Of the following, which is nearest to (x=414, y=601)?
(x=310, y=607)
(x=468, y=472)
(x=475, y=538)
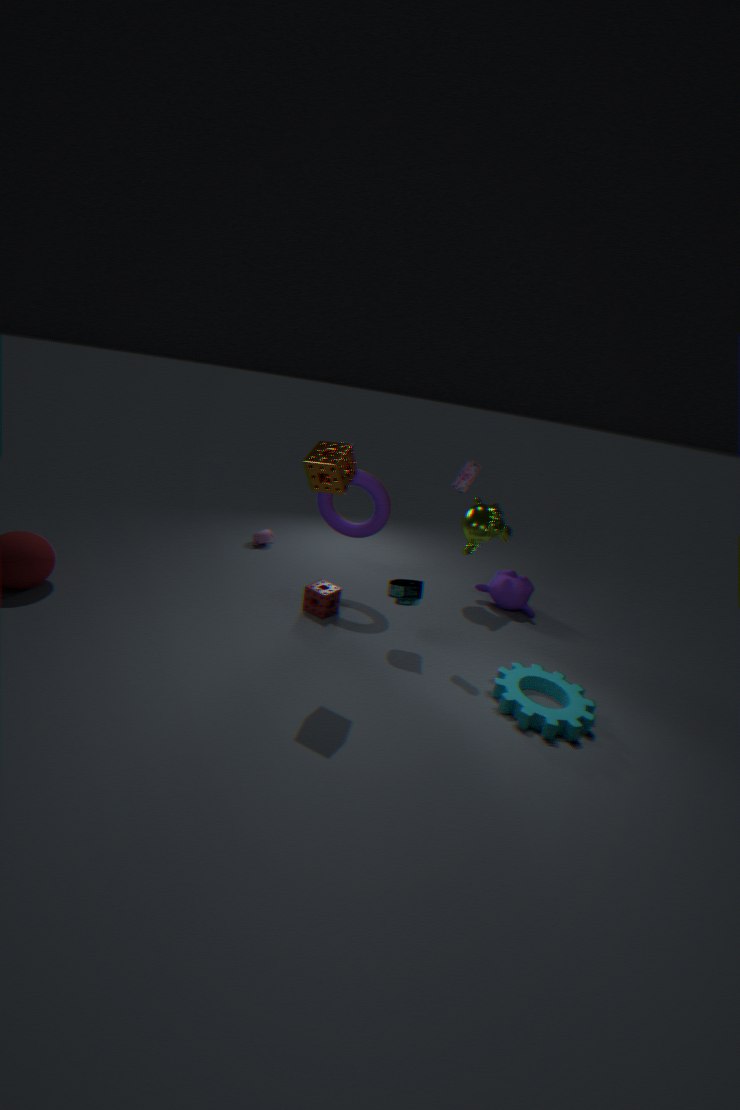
(x=310, y=607)
